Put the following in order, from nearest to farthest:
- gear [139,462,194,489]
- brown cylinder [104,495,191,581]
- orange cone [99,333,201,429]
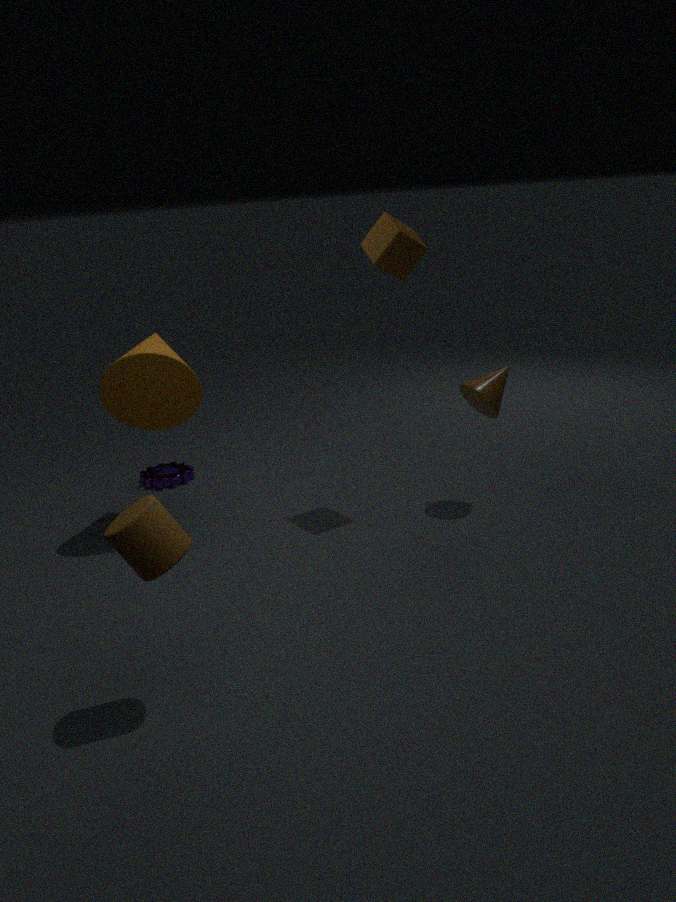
brown cylinder [104,495,191,581], orange cone [99,333,201,429], gear [139,462,194,489]
